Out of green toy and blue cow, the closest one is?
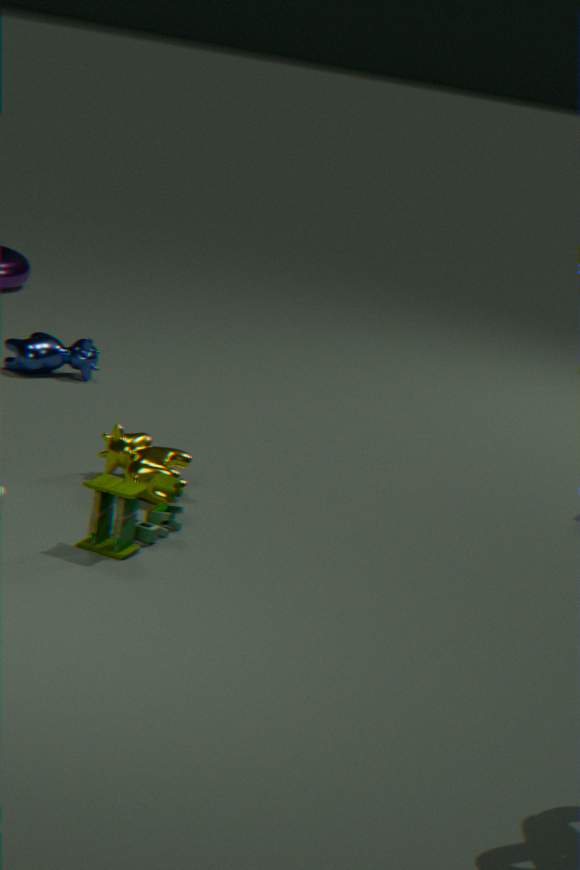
green toy
